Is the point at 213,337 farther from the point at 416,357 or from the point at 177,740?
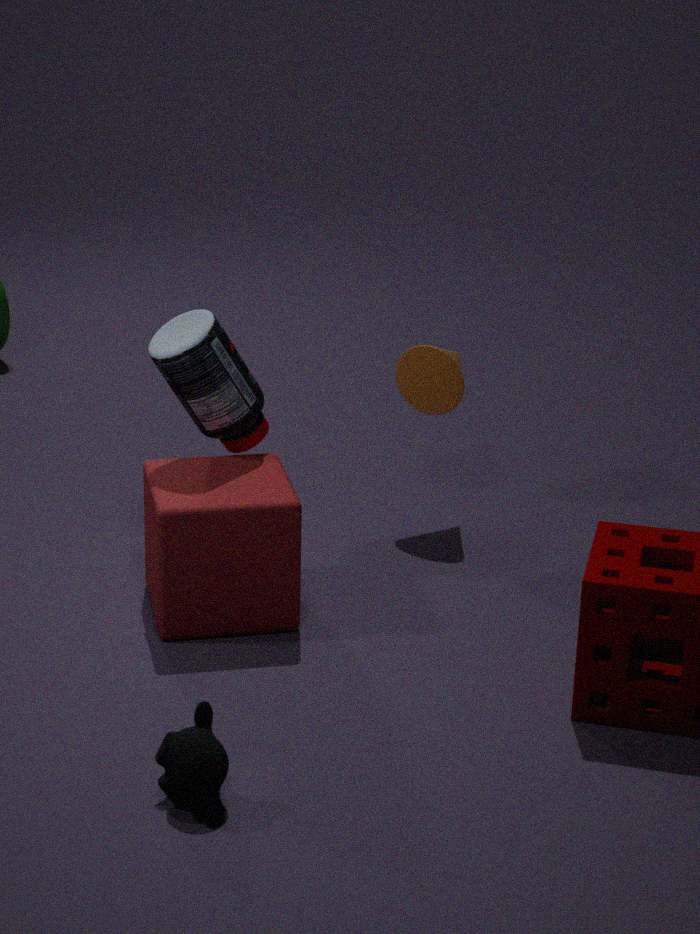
the point at 177,740
